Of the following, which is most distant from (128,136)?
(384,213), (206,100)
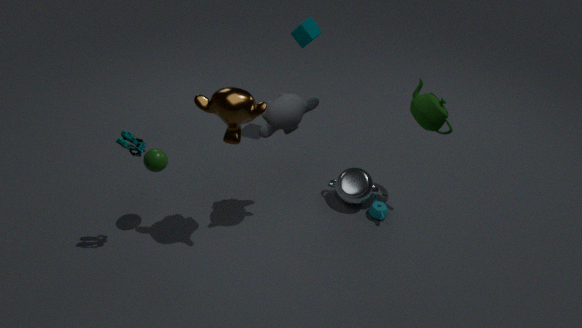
(384,213)
